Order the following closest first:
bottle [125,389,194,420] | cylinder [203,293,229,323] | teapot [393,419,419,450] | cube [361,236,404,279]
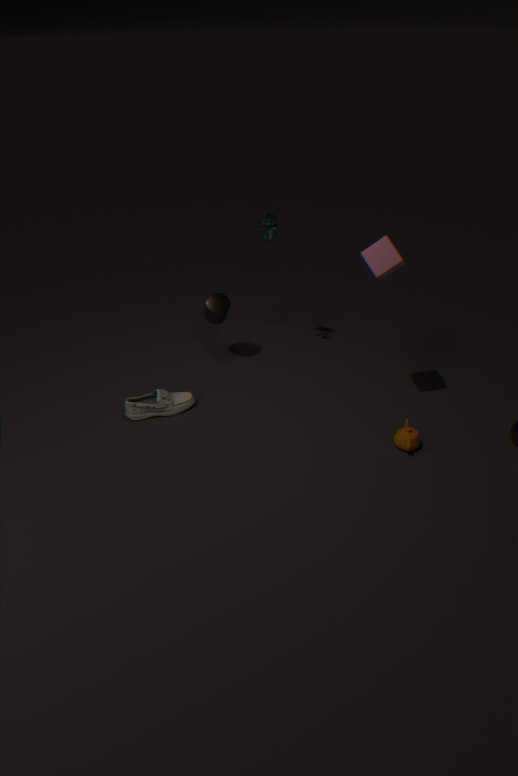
cube [361,236,404,279]
teapot [393,419,419,450]
bottle [125,389,194,420]
cylinder [203,293,229,323]
